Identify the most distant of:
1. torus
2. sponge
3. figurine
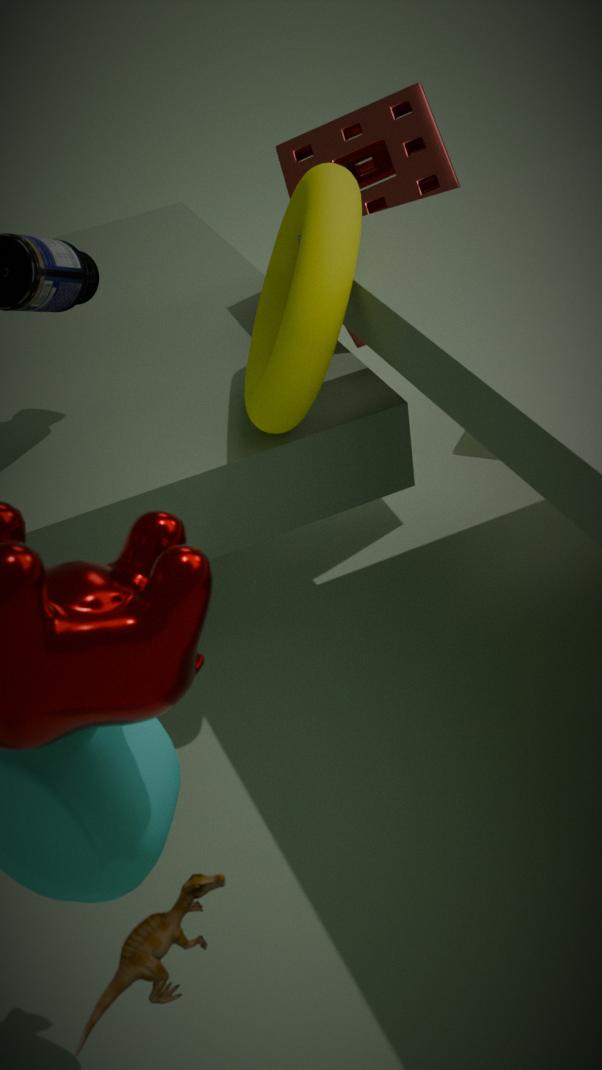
sponge
